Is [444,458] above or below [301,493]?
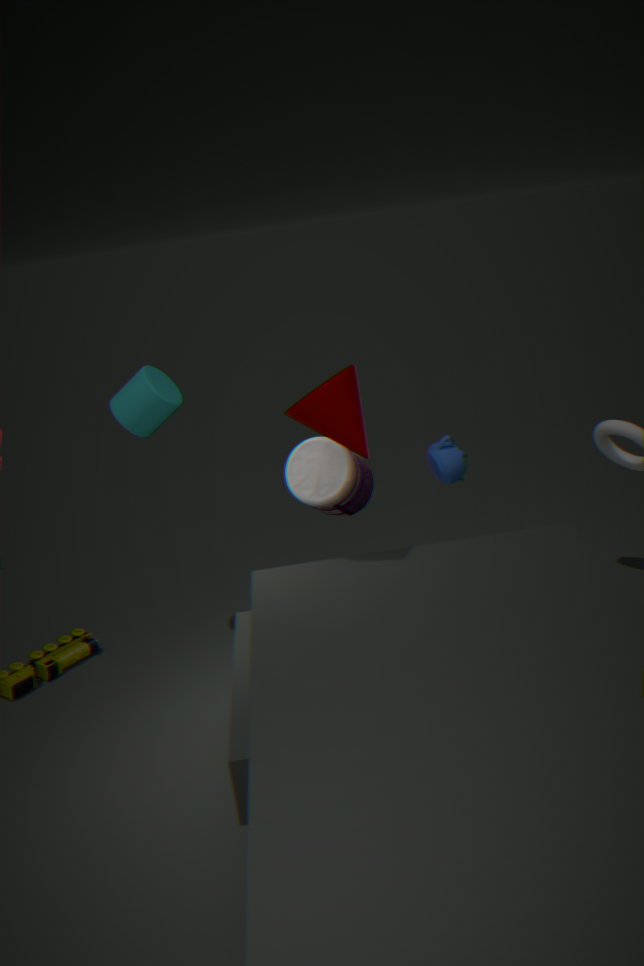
below
